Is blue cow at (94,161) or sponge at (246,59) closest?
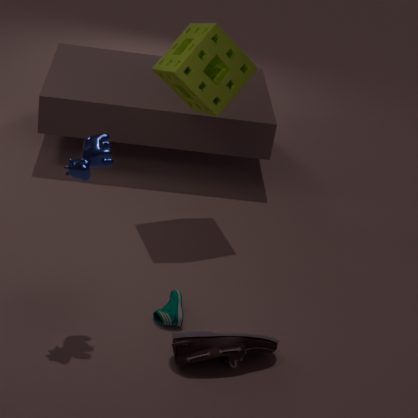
blue cow at (94,161)
